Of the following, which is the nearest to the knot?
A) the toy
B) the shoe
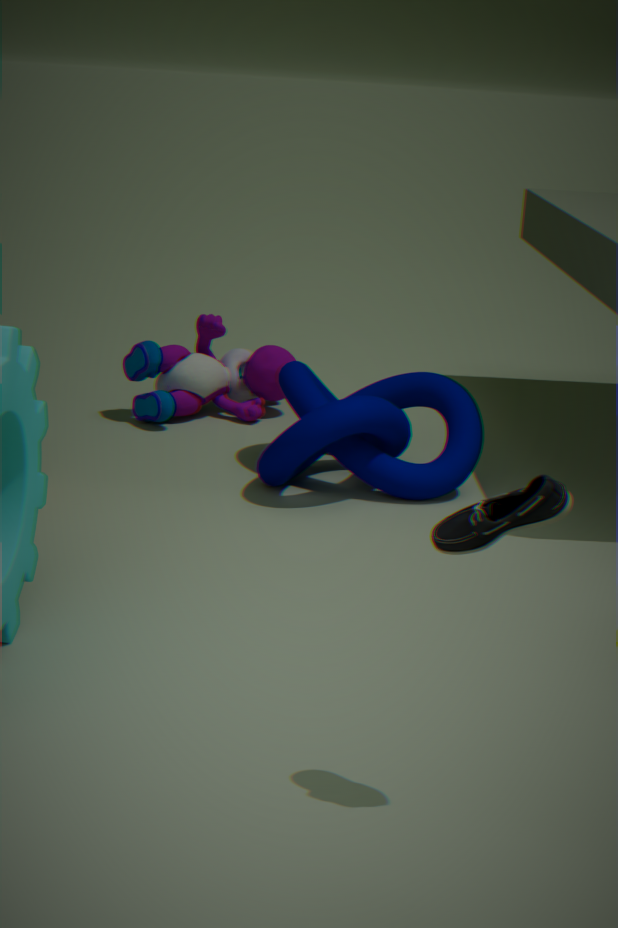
the toy
